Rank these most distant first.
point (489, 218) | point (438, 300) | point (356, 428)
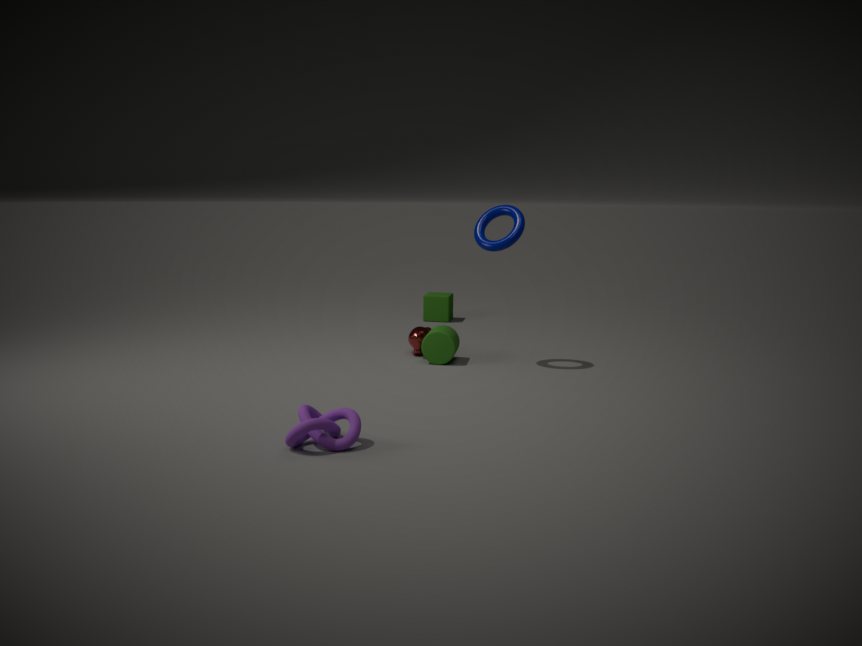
point (438, 300) < point (489, 218) < point (356, 428)
